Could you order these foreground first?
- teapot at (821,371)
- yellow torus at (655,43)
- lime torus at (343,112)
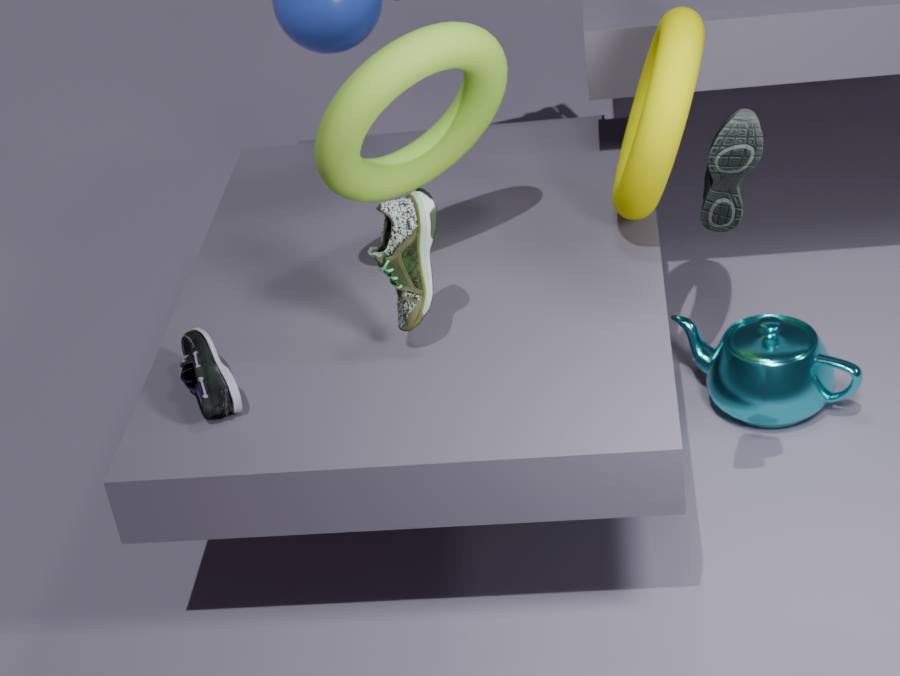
1. lime torus at (343,112)
2. yellow torus at (655,43)
3. teapot at (821,371)
